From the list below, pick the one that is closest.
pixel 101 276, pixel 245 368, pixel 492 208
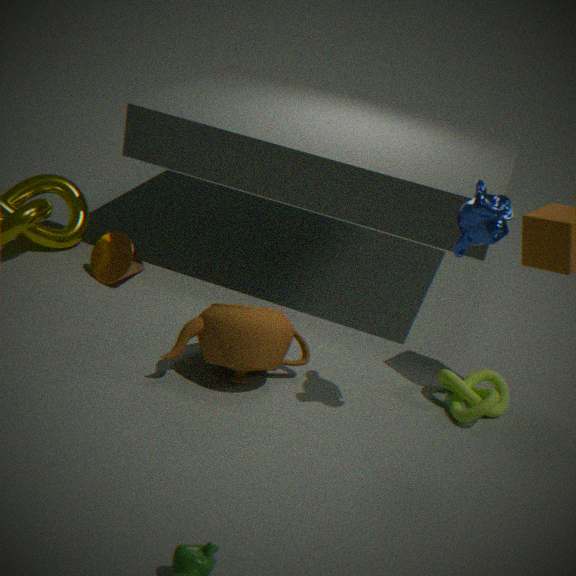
pixel 492 208
